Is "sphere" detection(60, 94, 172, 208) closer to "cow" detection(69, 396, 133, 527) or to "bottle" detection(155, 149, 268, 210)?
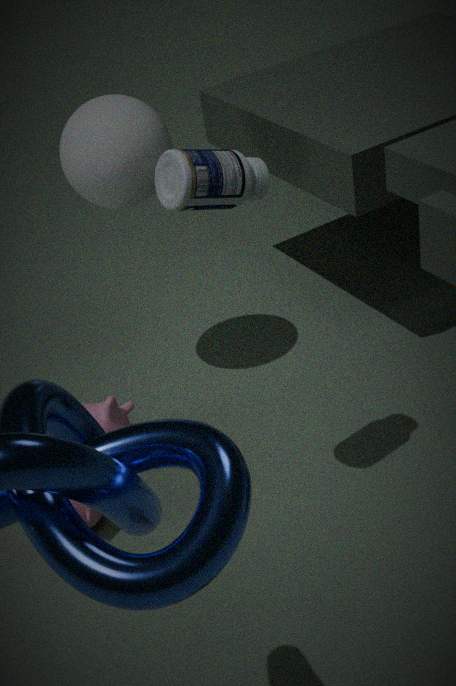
A: "bottle" detection(155, 149, 268, 210)
